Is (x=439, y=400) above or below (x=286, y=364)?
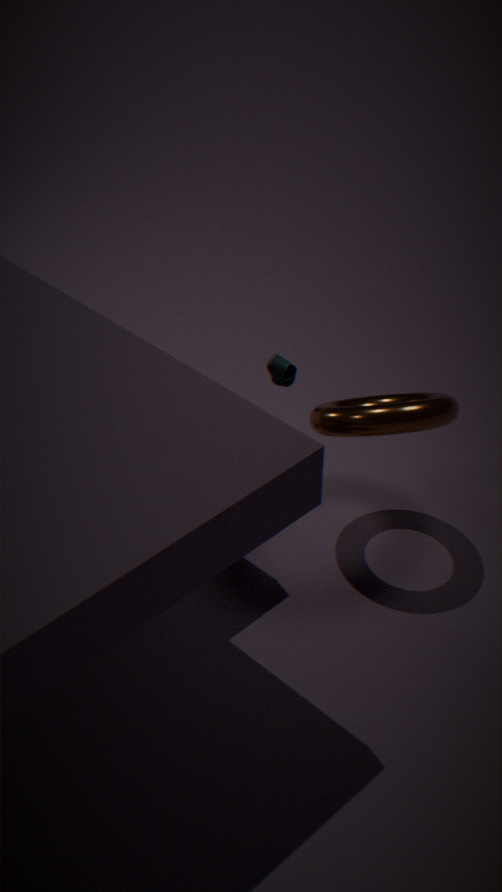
above
